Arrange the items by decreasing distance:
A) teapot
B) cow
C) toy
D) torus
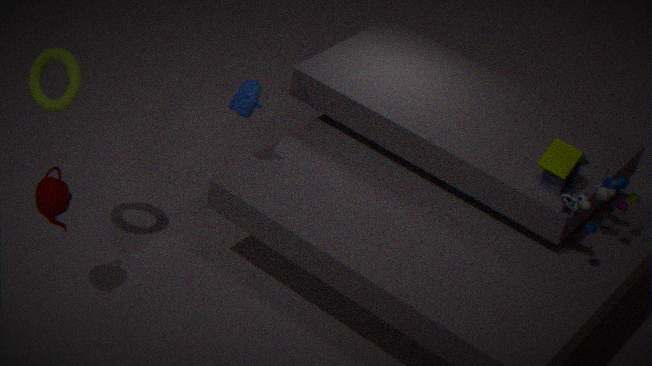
cow, toy, torus, teapot
